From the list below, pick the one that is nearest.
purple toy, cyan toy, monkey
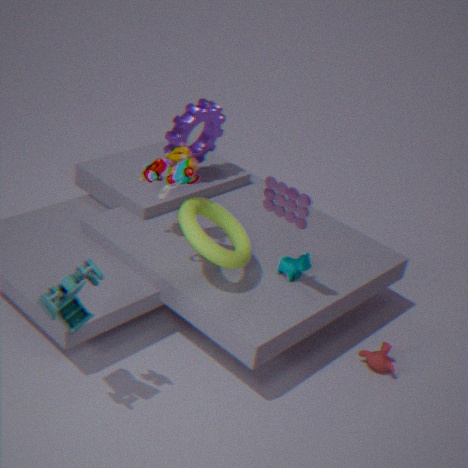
cyan toy
